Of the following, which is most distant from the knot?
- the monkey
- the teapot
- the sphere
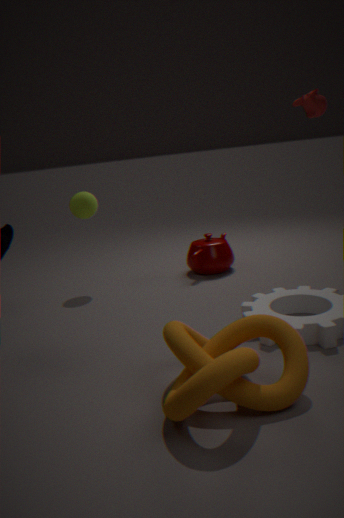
the monkey
